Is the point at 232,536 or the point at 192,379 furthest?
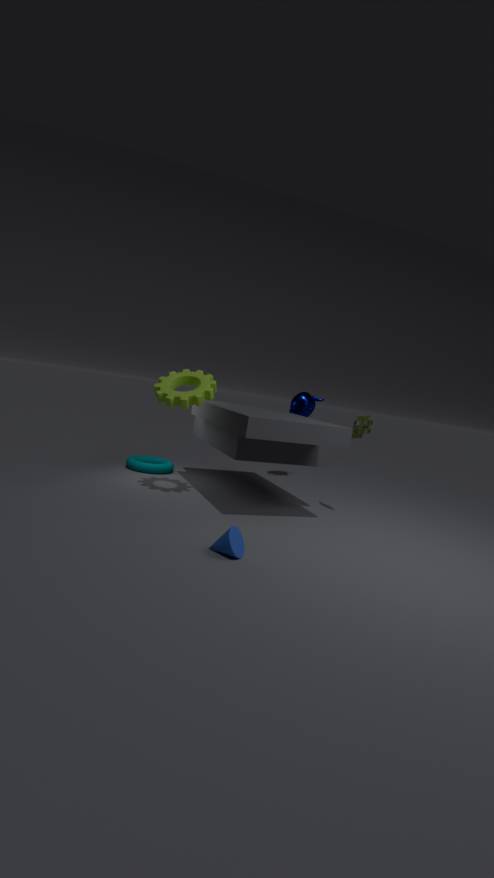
A: the point at 192,379
